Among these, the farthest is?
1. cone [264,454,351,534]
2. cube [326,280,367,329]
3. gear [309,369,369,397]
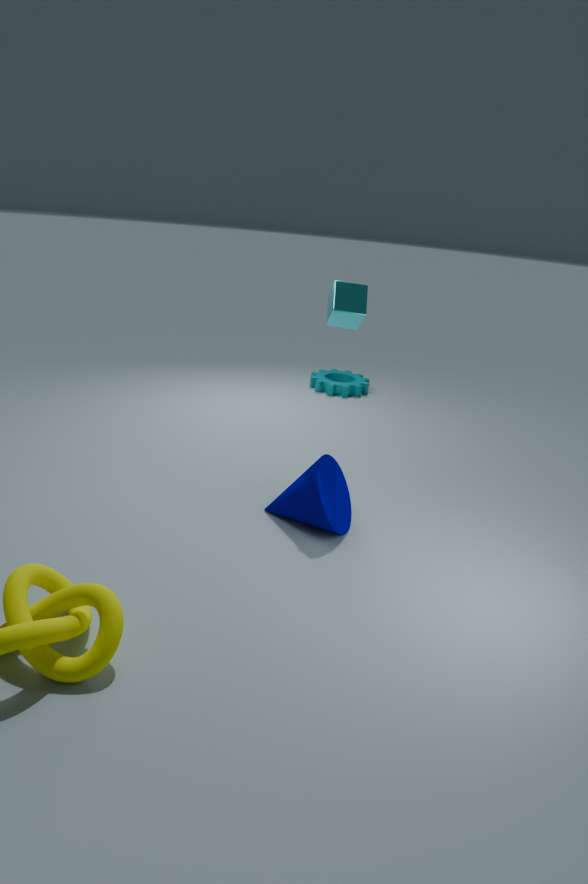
gear [309,369,369,397]
